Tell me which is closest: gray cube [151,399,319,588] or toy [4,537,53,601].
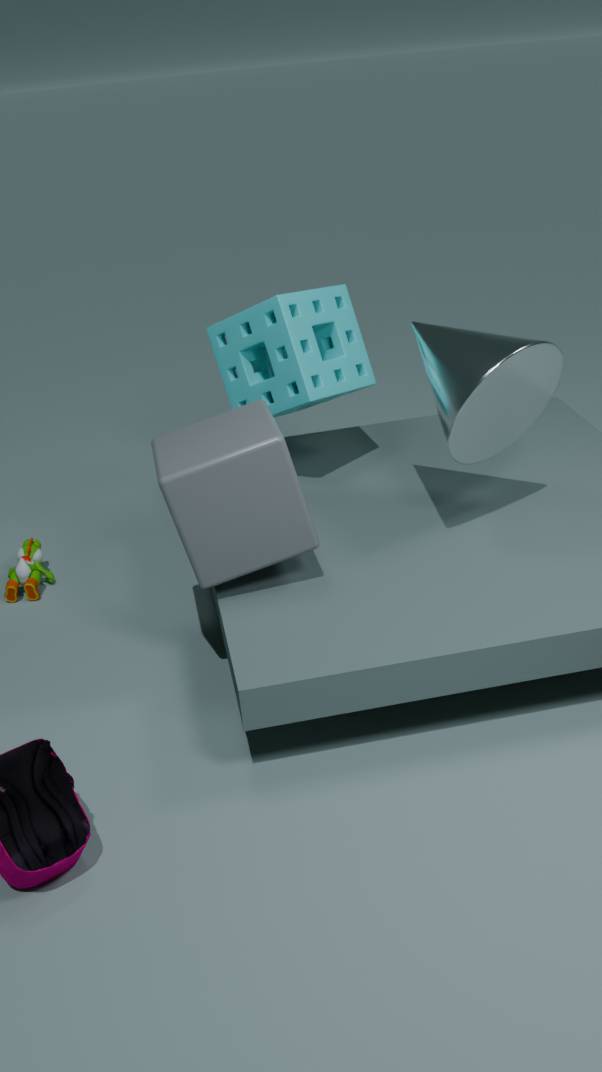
gray cube [151,399,319,588]
